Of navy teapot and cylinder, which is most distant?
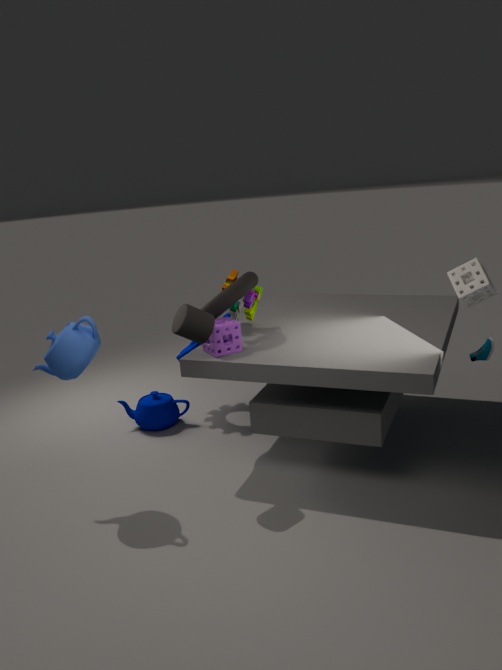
navy teapot
